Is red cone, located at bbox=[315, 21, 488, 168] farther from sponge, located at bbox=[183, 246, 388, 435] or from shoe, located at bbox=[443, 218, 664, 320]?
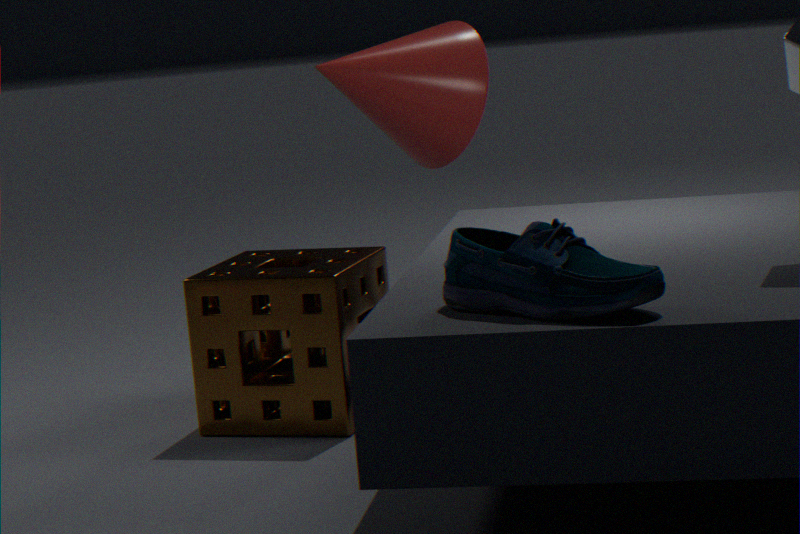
shoe, located at bbox=[443, 218, 664, 320]
